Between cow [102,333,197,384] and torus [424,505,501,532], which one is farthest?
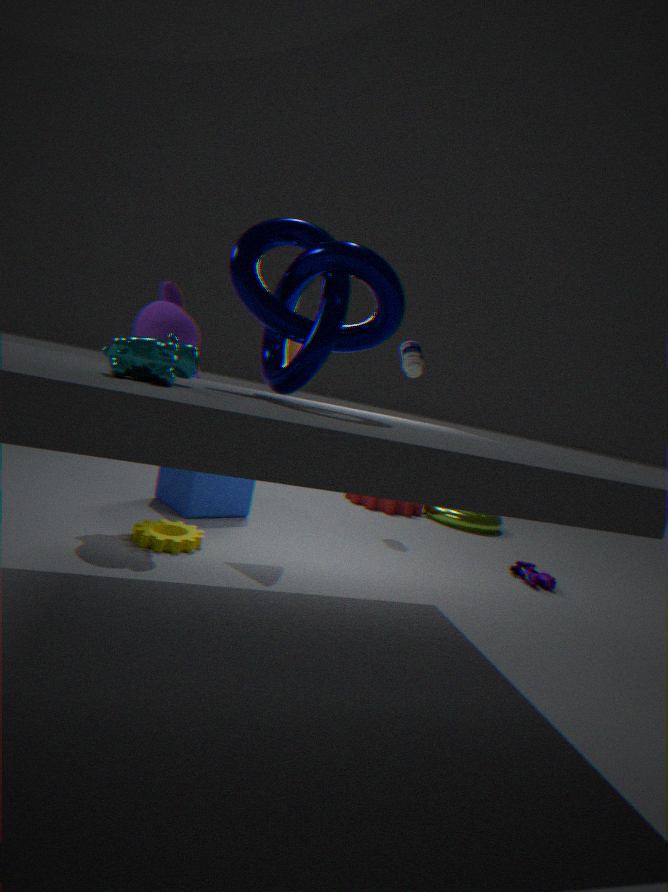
torus [424,505,501,532]
